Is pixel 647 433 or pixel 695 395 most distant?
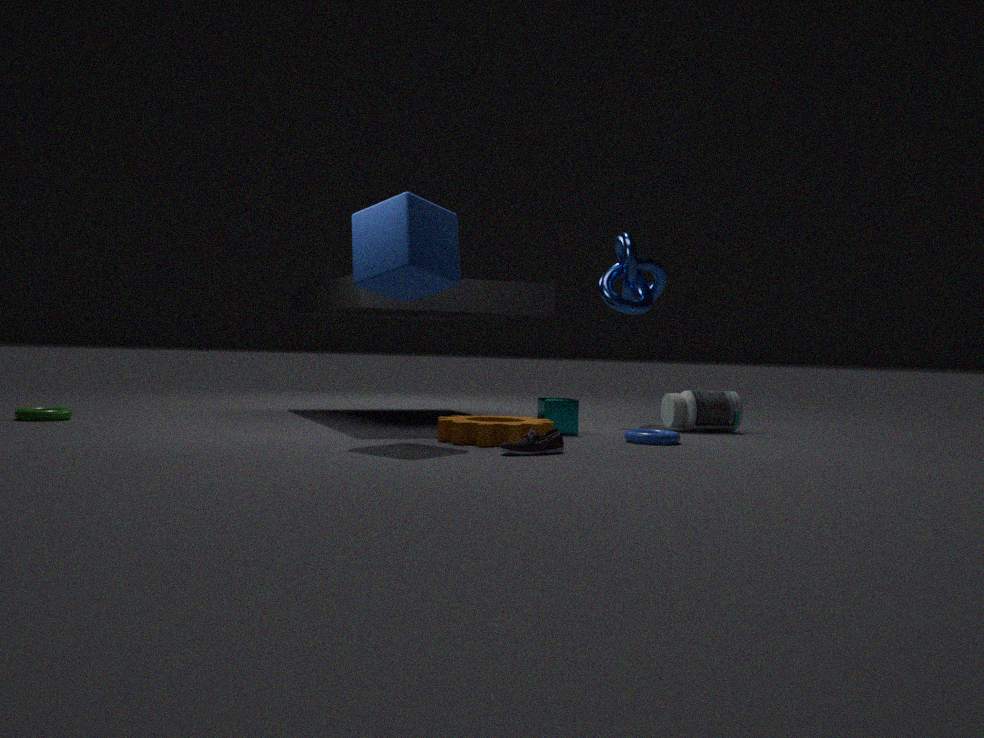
pixel 695 395
